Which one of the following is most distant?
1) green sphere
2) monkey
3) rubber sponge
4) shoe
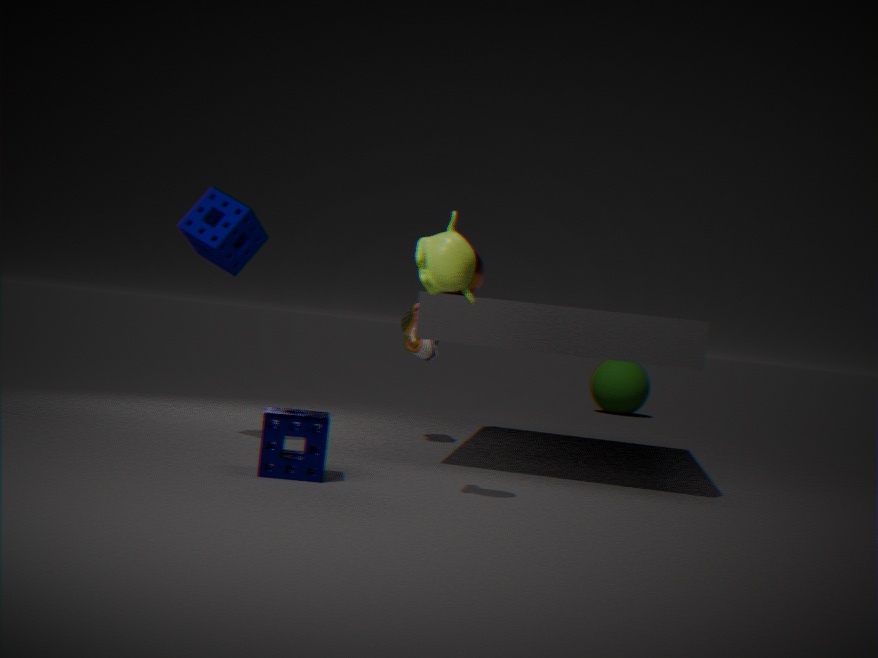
1
